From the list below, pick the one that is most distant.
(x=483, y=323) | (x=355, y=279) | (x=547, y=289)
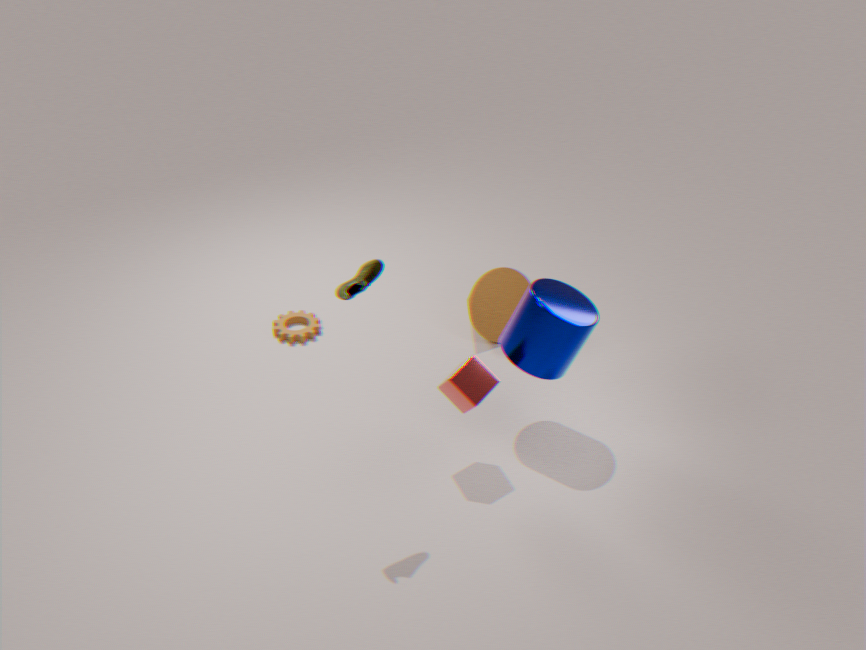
(x=483, y=323)
